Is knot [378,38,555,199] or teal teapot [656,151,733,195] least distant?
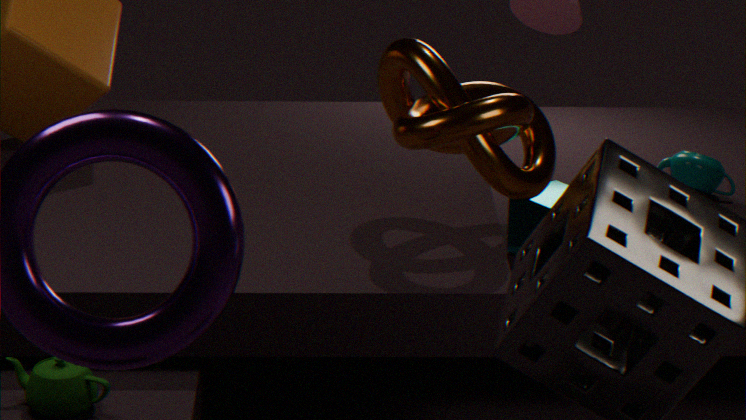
knot [378,38,555,199]
